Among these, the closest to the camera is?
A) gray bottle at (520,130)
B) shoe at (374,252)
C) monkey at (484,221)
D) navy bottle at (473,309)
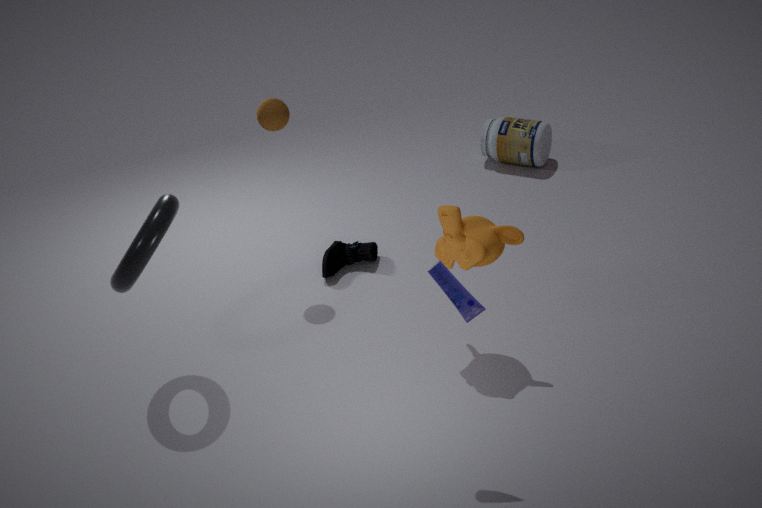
navy bottle at (473,309)
